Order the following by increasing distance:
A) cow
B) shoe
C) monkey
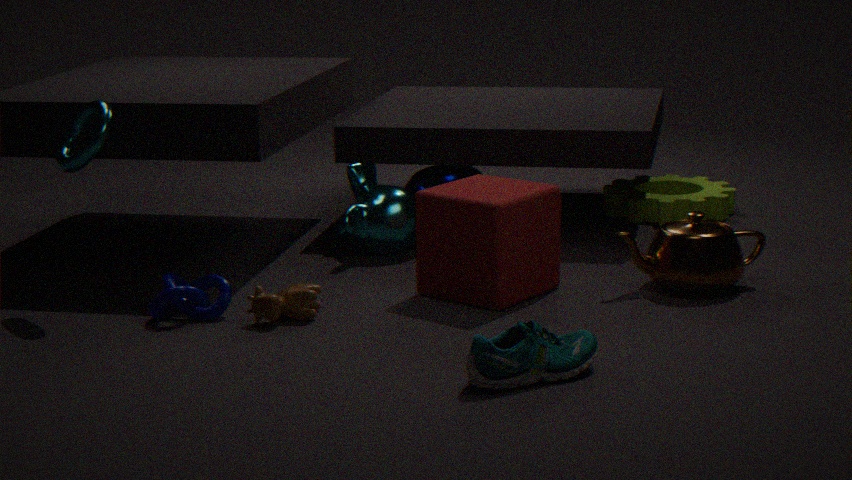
shoe, cow, monkey
